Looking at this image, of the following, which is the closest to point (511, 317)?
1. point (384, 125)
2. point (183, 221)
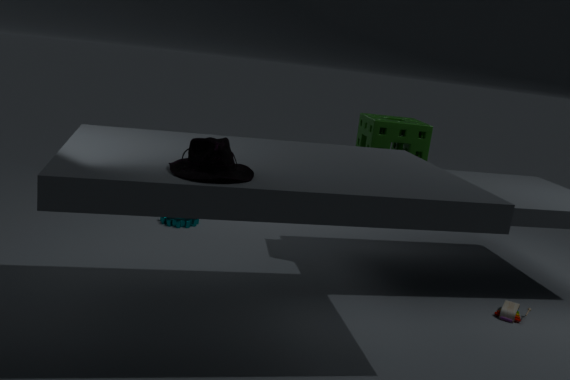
point (384, 125)
